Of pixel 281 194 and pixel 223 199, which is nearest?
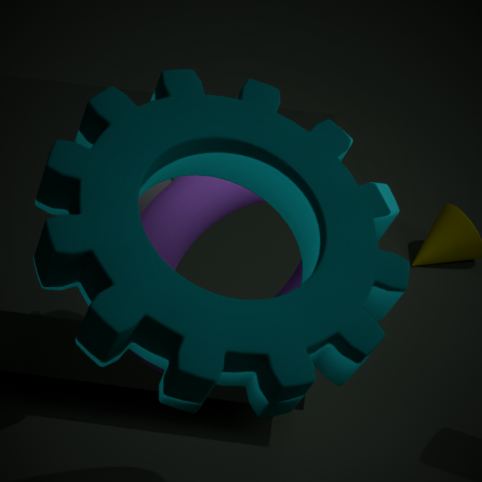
pixel 281 194
